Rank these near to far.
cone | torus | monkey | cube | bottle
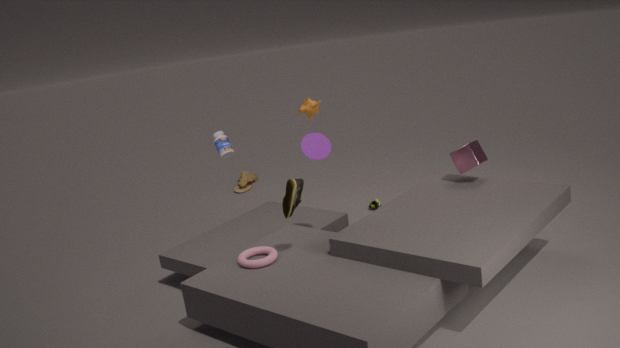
1. torus
2. cone
3. cube
4. bottle
5. monkey
